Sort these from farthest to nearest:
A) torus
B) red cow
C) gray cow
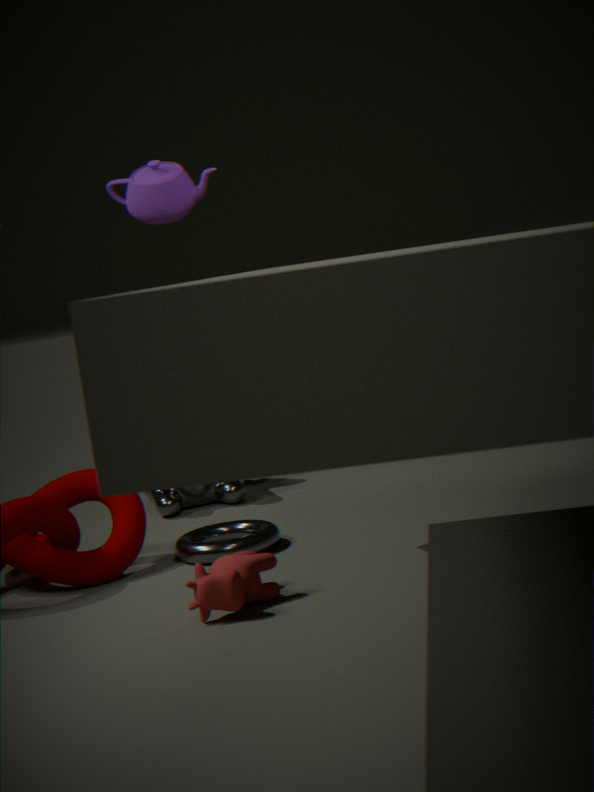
gray cow, torus, red cow
